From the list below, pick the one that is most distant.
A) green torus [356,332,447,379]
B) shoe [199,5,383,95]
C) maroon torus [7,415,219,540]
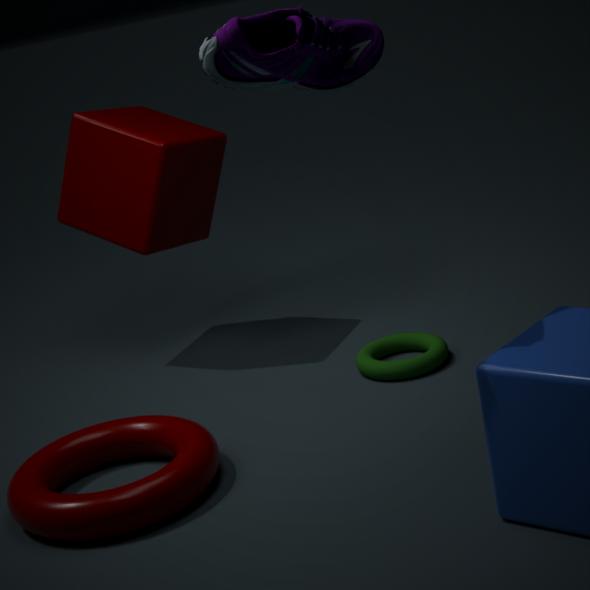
green torus [356,332,447,379]
